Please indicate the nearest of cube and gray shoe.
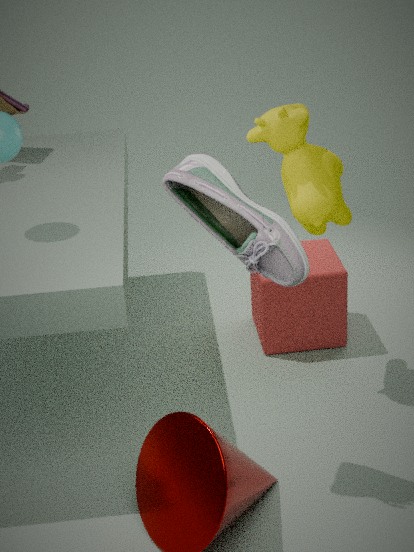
gray shoe
